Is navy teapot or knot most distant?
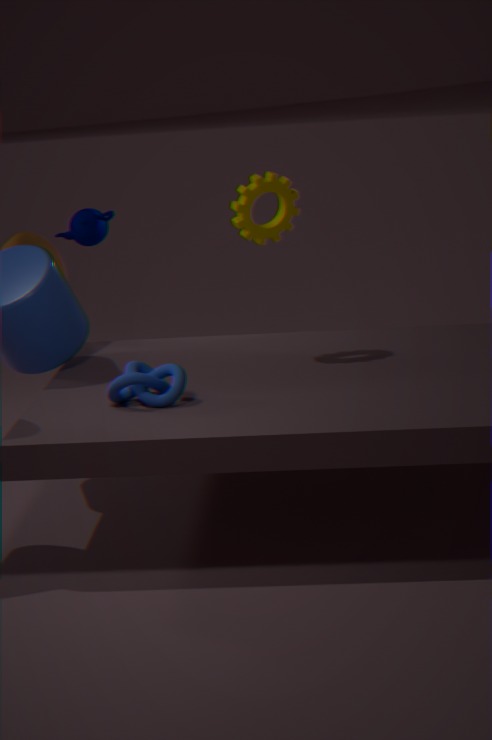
navy teapot
